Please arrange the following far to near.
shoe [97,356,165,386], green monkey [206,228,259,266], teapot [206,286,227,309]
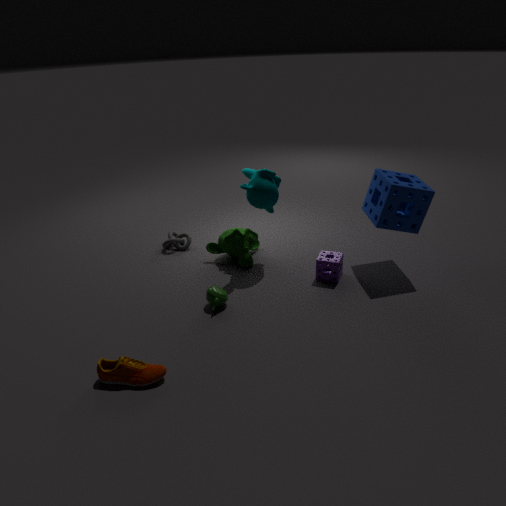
green monkey [206,228,259,266], teapot [206,286,227,309], shoe [97,356,165,386]
